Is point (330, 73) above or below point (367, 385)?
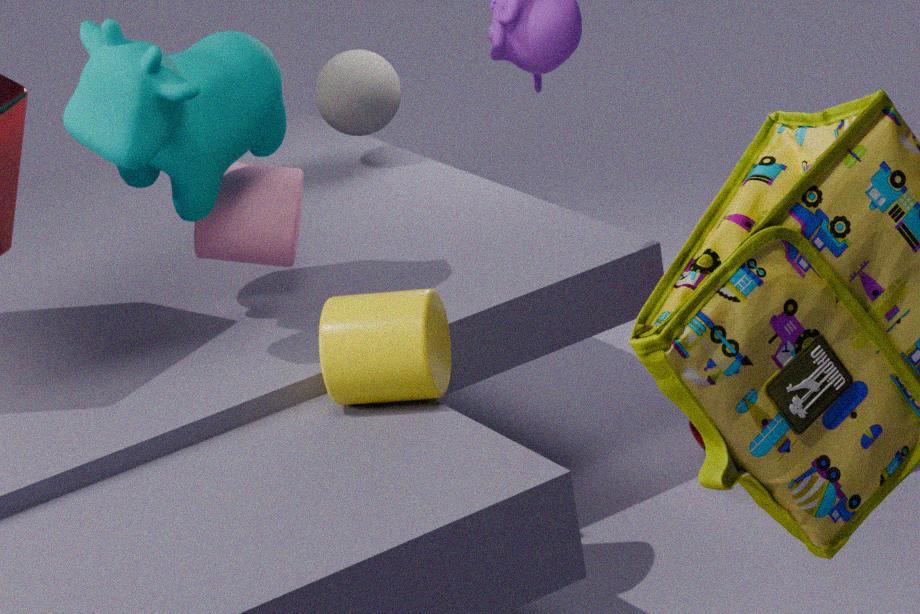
above
